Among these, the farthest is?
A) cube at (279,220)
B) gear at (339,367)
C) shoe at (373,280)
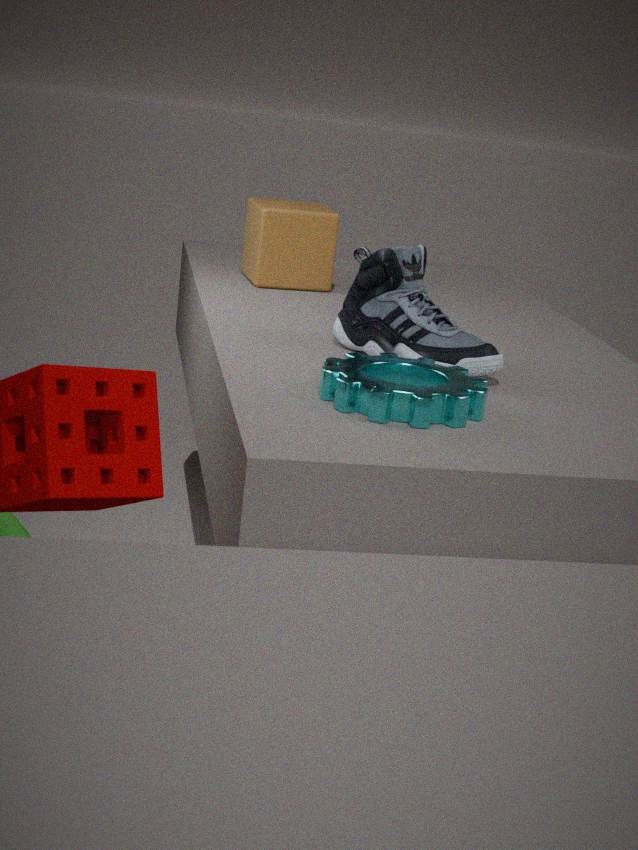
cube at (279,220)
